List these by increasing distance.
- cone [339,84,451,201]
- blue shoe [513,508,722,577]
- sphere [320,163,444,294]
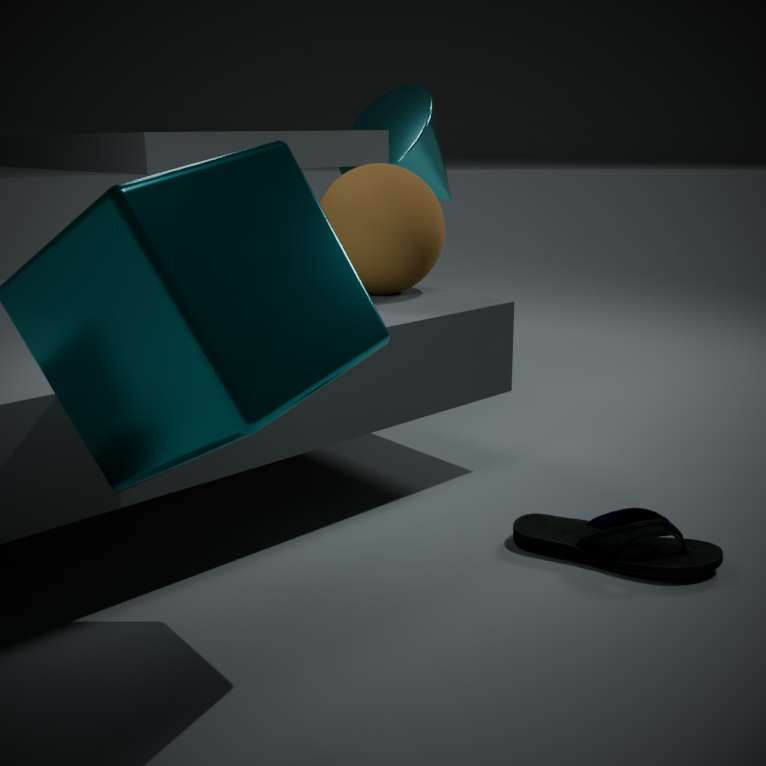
1. blue shoe [513,508,722,577]
2. sphere [320,163,444,294]
3. cone [339,84,451,201]
